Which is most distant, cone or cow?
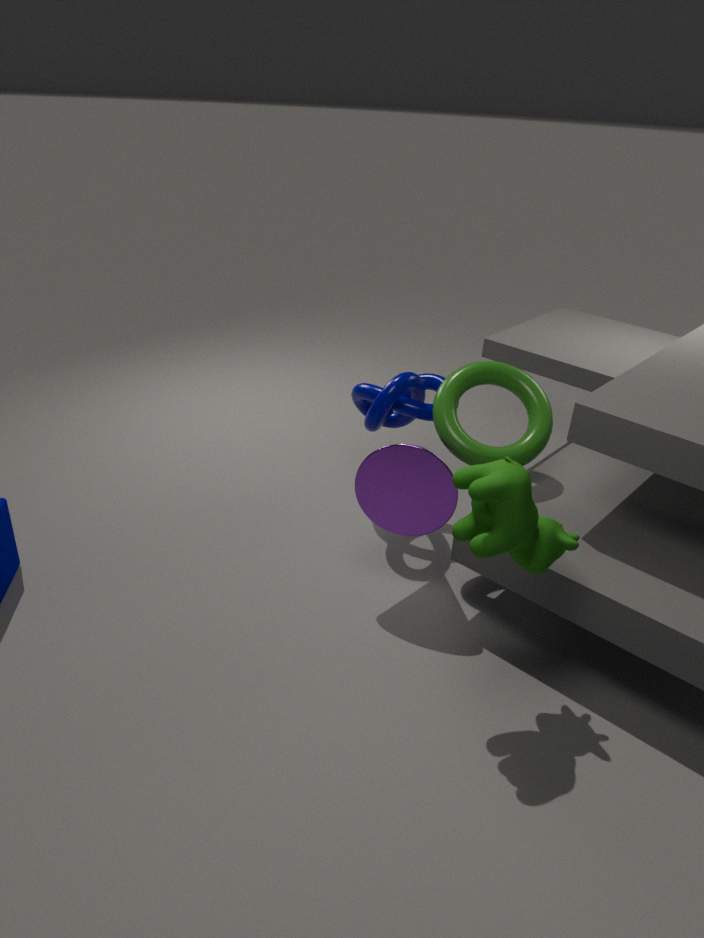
cone
